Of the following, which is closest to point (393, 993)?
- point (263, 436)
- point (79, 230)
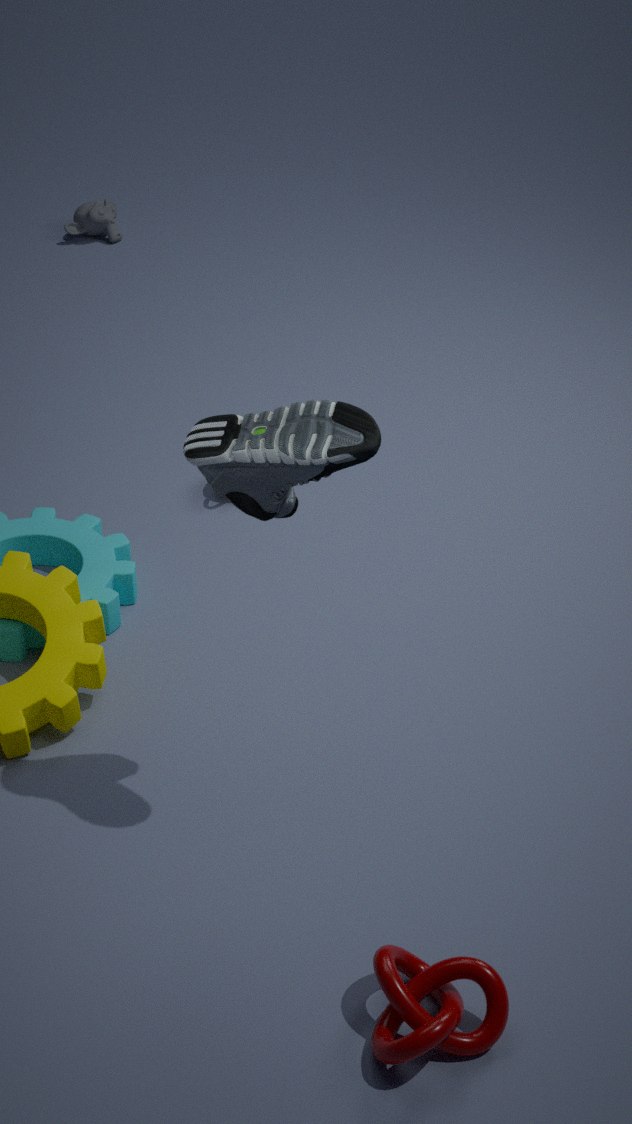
point (263, 436)
